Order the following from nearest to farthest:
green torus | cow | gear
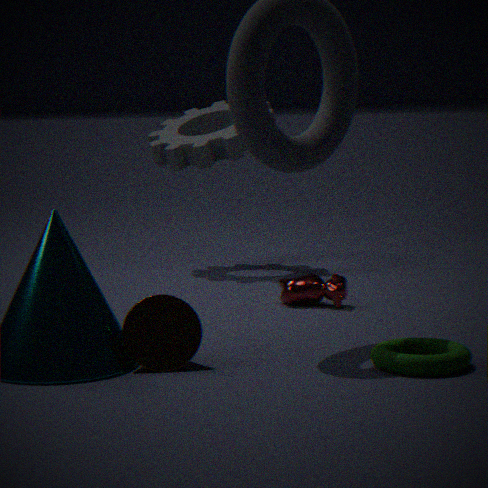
green torus → cow → gear
